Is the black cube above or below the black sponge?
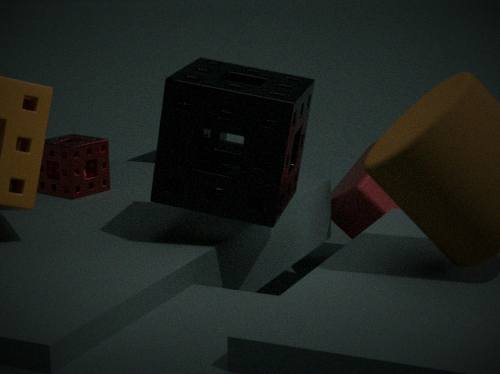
below
